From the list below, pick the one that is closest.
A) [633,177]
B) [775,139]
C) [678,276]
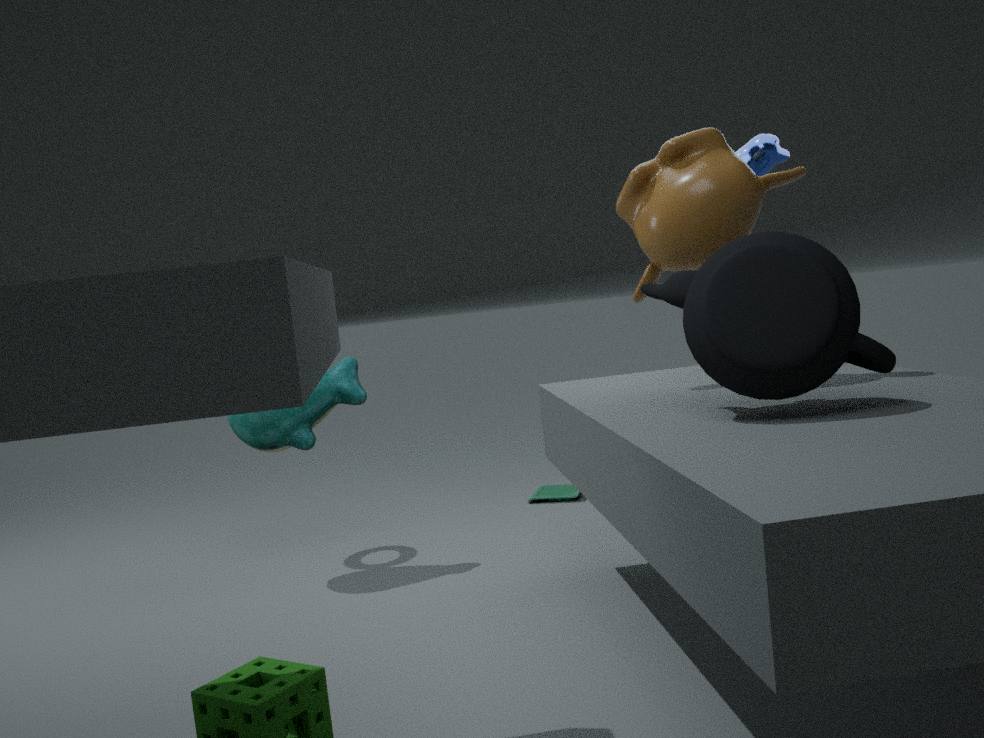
[678,276]
